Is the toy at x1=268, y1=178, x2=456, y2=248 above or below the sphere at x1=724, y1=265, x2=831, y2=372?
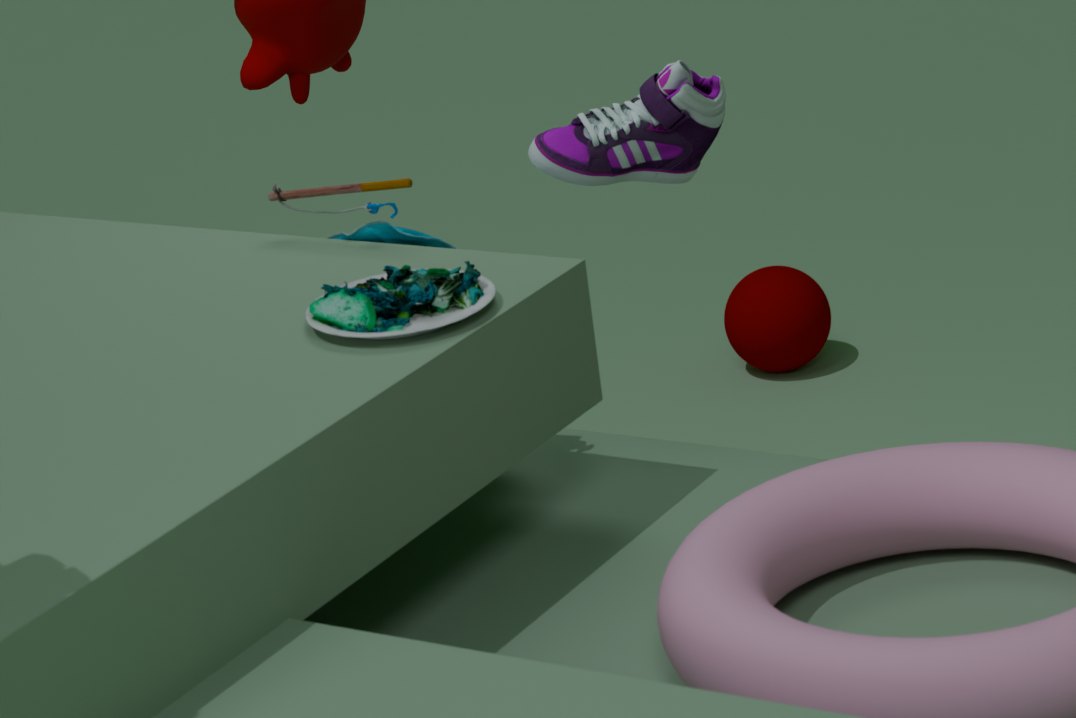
above
